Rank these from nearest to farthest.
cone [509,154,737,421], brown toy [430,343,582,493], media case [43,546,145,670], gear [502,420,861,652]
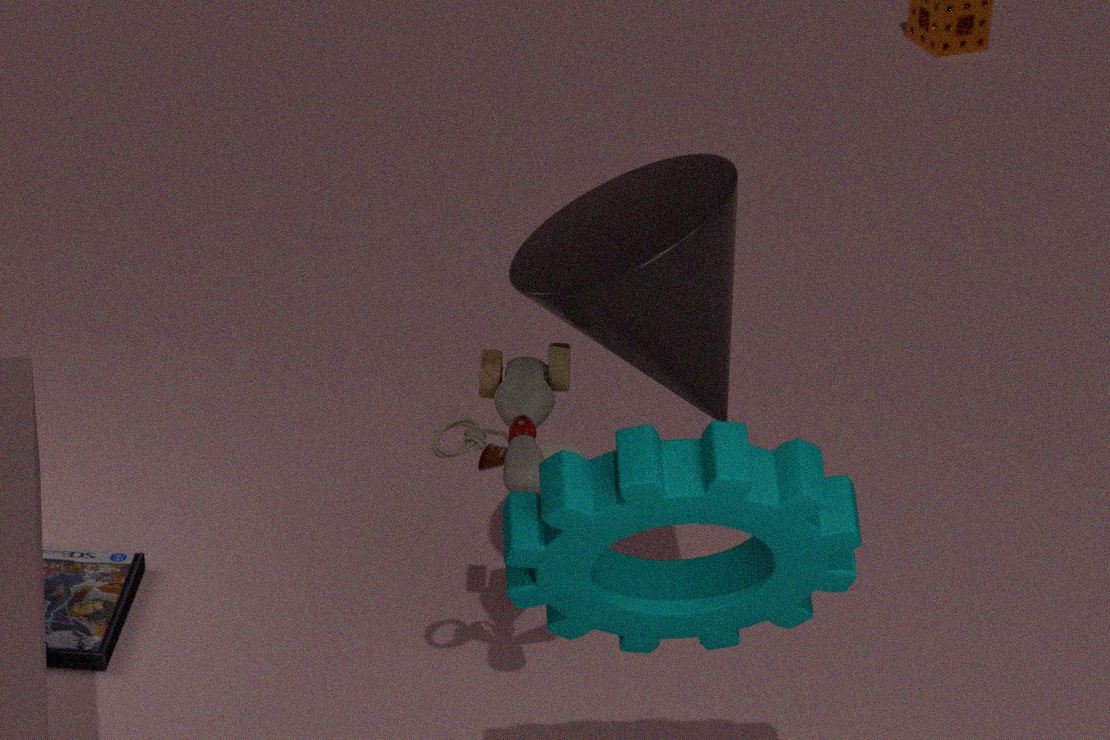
1. gear [502,420,861,652]
2. brown toy [430,343,582,493]
3. cone [509,154,737,421]
4. media case [43,546,145,670]
